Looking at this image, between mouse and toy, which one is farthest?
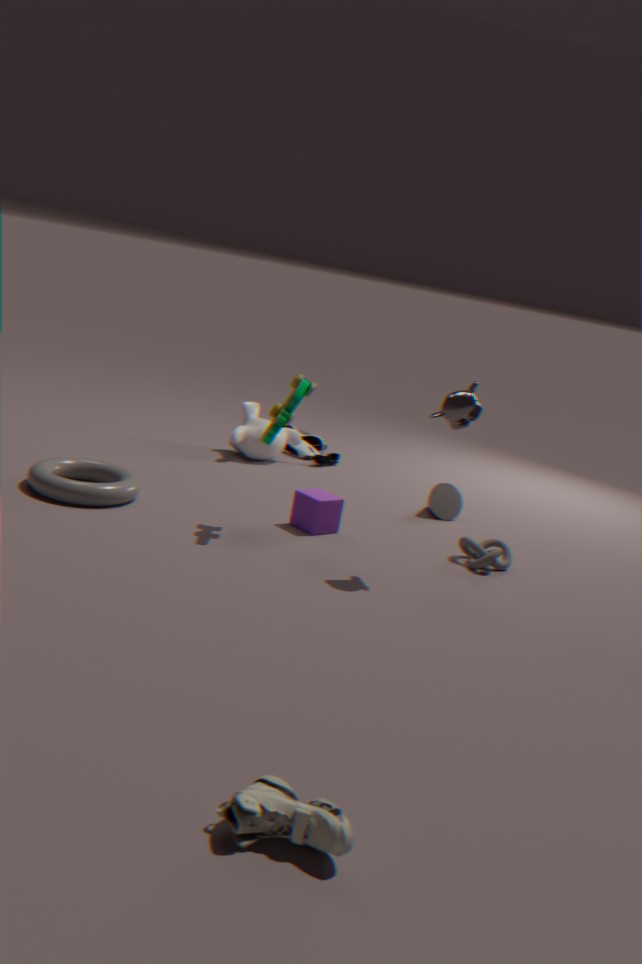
mouse
